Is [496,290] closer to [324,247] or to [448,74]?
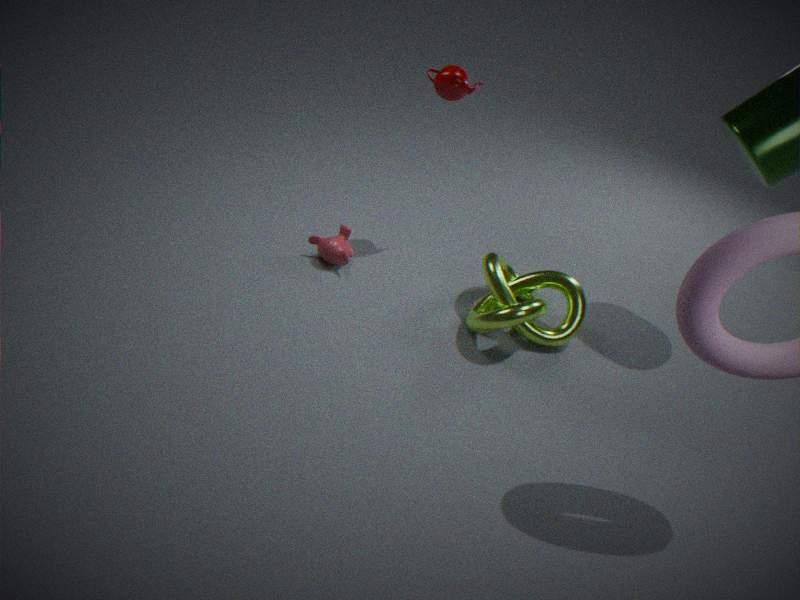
[324,247]
